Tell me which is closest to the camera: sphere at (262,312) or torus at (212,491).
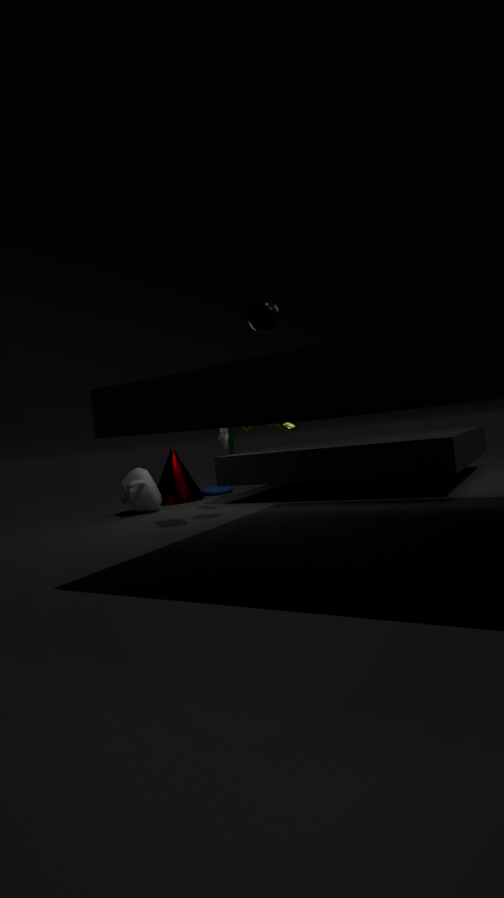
sphere at (262,312)
